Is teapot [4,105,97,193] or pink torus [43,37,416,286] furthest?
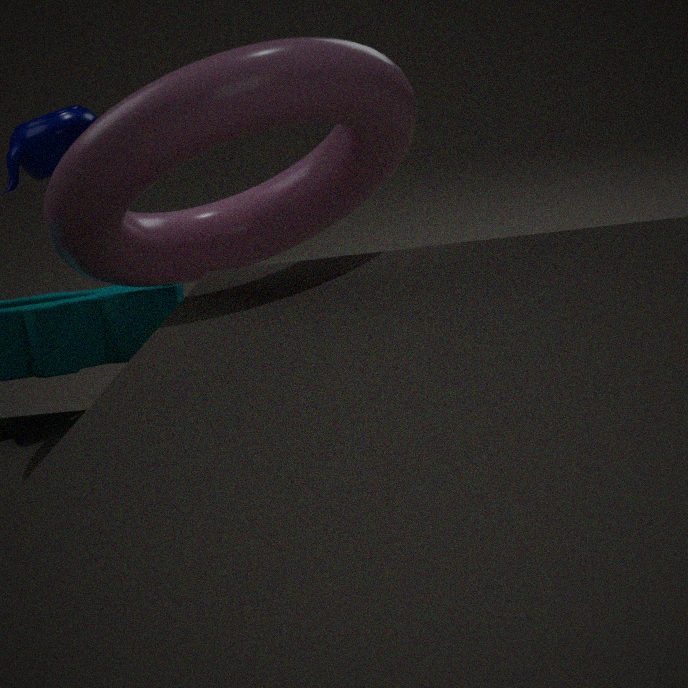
teapot [4,105,97,193]
